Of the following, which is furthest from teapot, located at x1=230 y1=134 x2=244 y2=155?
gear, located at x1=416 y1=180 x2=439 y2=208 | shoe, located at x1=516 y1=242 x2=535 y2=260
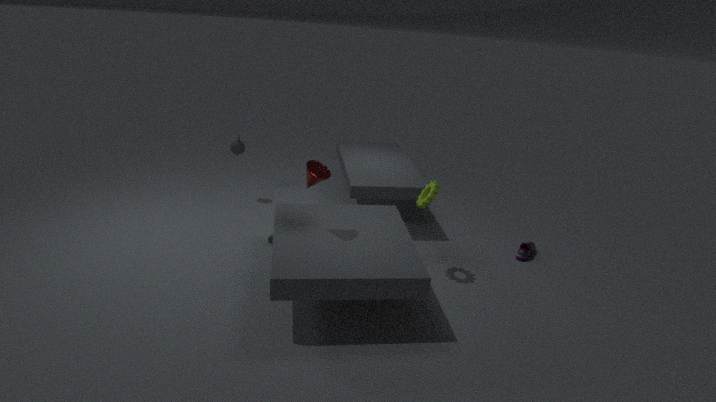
shoe, located at x1=516 y1=242 x2=535 y2=260
